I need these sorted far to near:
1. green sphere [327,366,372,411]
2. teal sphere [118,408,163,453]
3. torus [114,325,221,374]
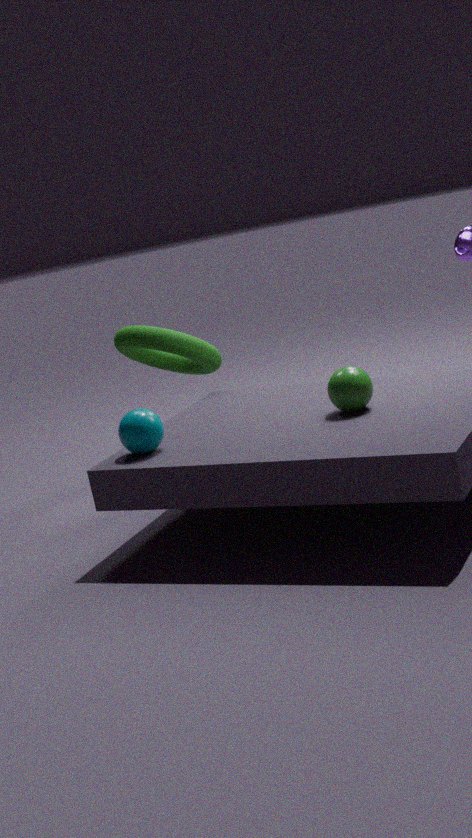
torus [114,325,221,374]
teal sphere [118,408,163,453]
green sphere [327,366,372,411]
